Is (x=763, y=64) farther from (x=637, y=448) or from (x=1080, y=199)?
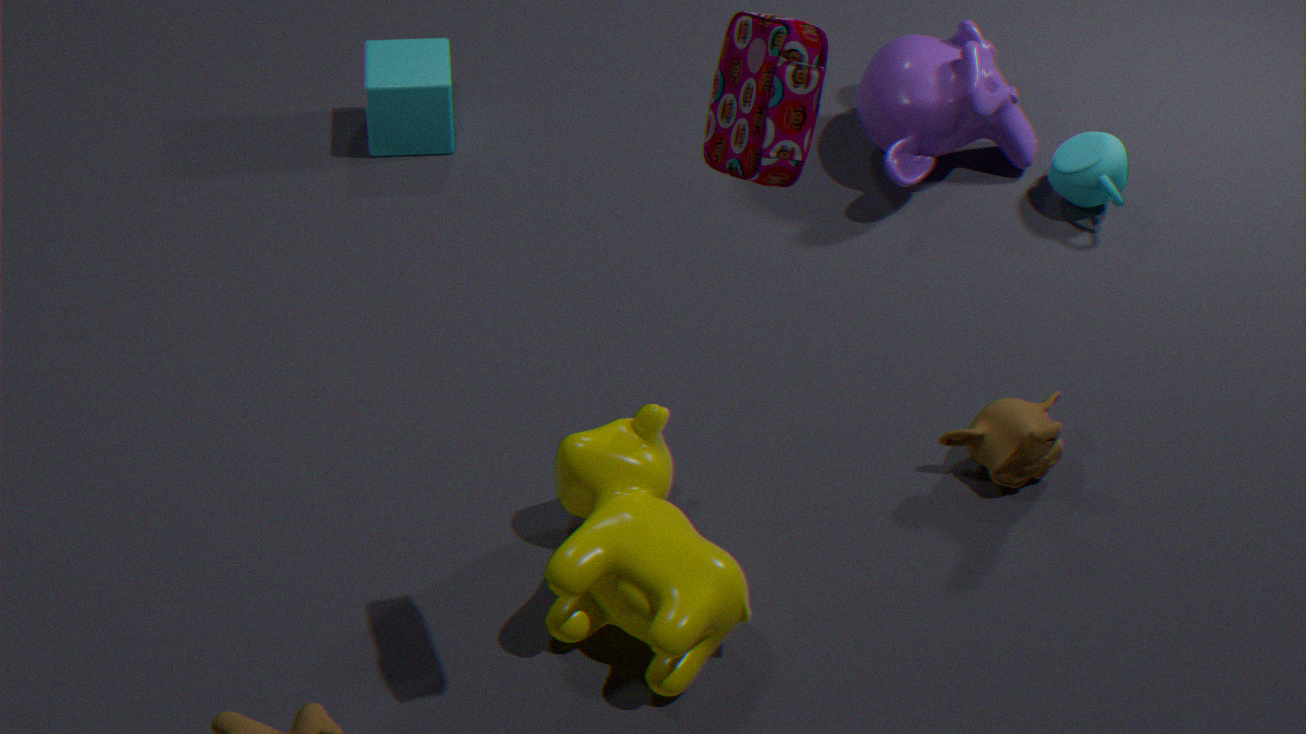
(x=1080, y=199)
